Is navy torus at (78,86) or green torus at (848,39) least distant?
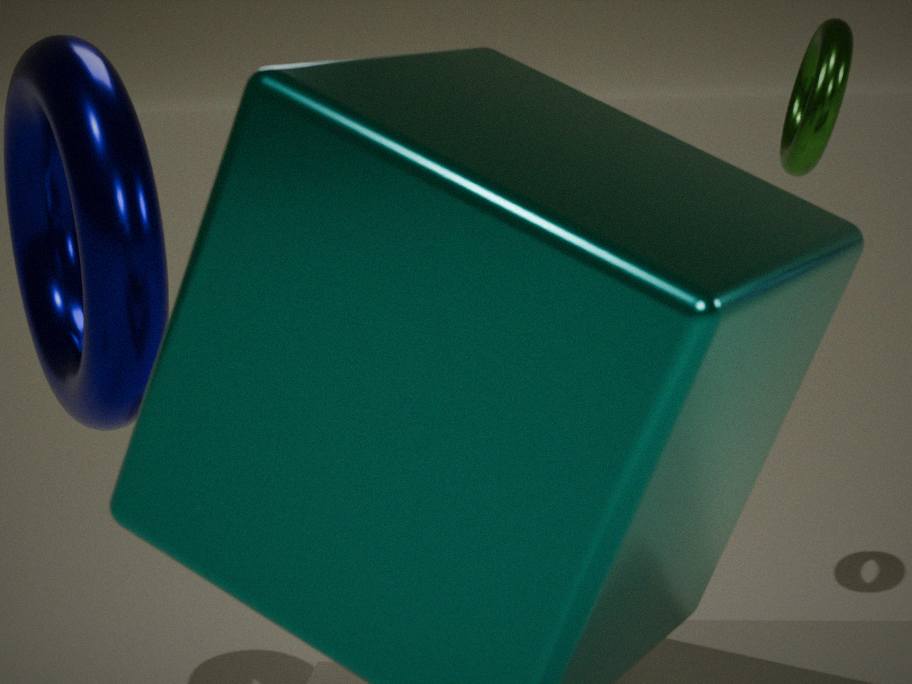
navy torus at (78,86)
